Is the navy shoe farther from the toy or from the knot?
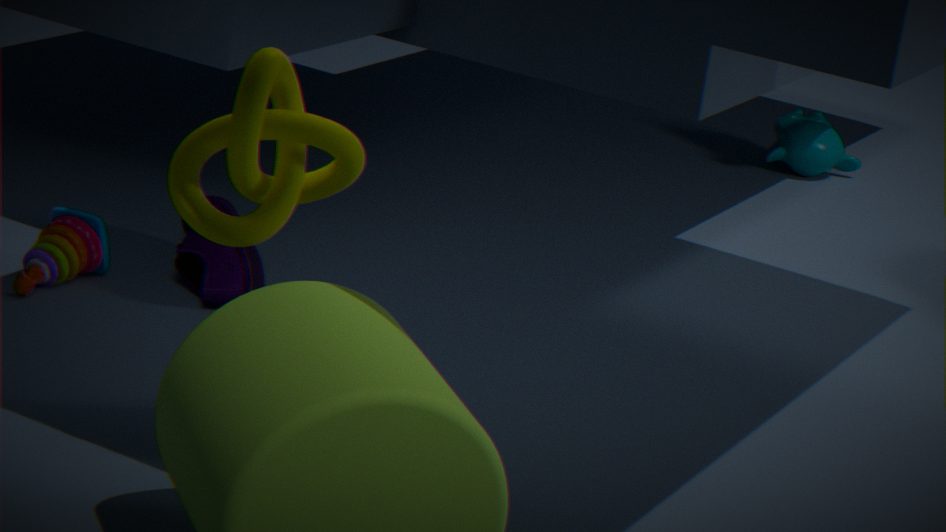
the knot
